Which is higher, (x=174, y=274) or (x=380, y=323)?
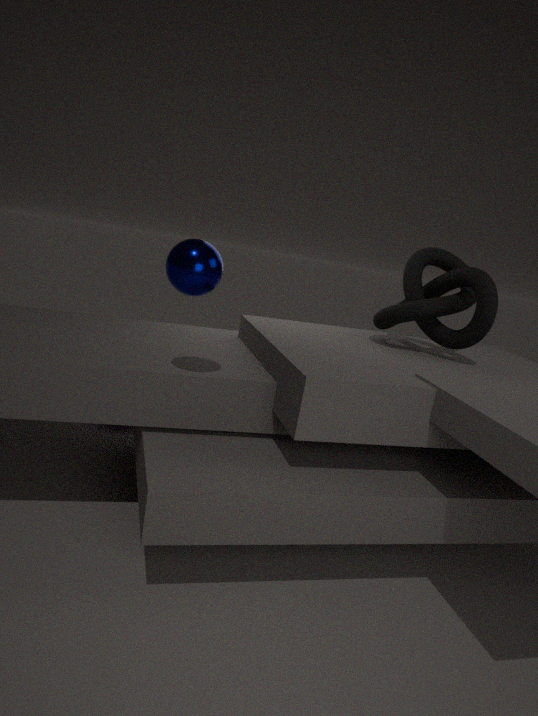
(x=174, y=274)
